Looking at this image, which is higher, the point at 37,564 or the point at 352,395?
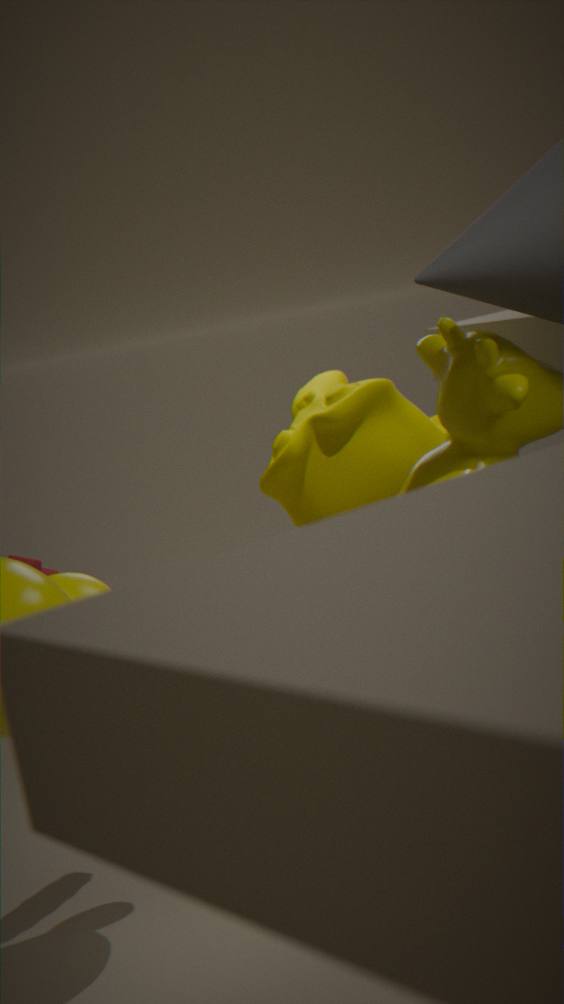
the point at 352,395
